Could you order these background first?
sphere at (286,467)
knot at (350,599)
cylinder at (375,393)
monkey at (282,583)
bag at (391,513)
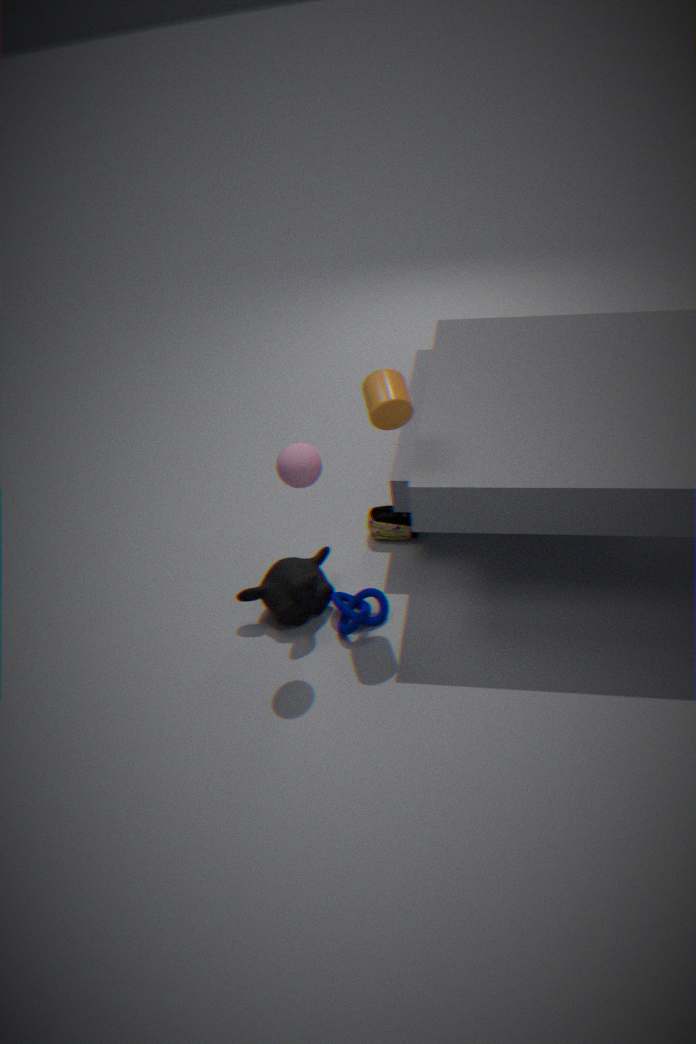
bag at (391,513) → knot at (350,599) → monkey at (282,583) → cylinder at (375,393) → sphere at (286,467)
